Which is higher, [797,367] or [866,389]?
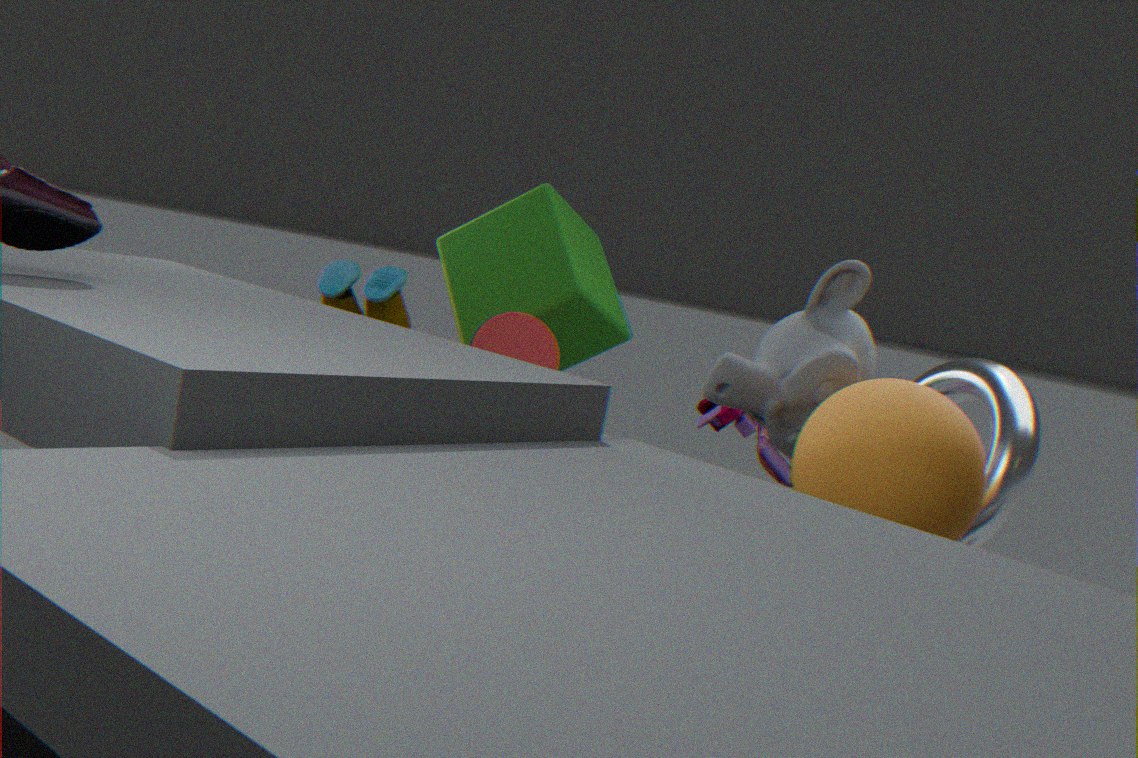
[797,367]
